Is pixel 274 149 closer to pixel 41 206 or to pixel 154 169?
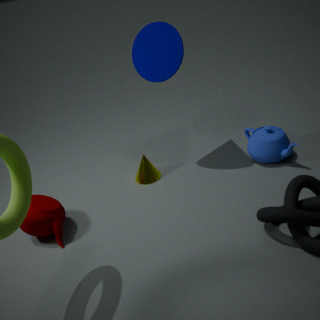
pixel 154 169
